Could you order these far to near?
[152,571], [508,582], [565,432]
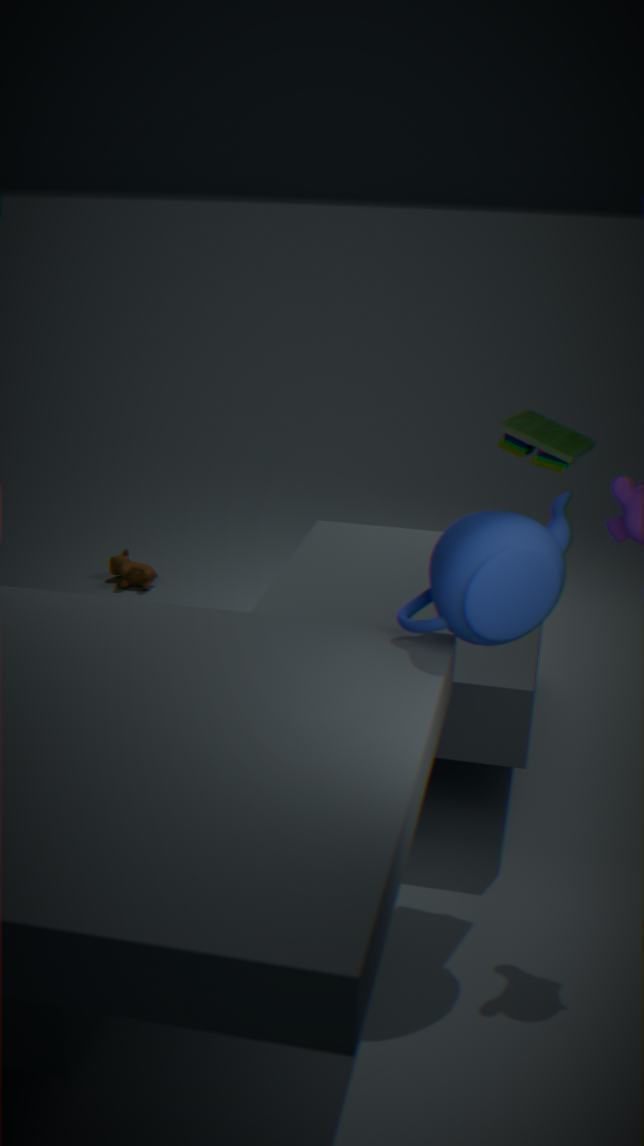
[152,571] → [565,432] → [508,582]
